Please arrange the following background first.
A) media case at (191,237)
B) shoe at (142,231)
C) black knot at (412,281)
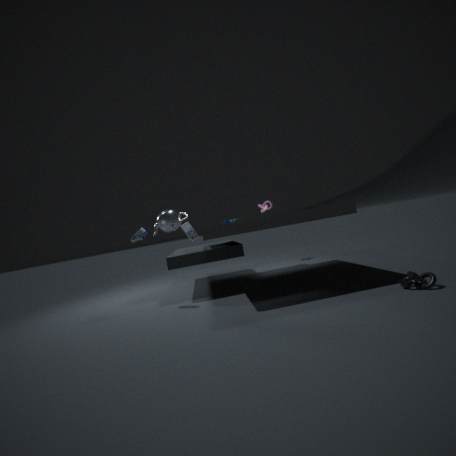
A. media case at (191,237)
B. shoe at (142,231)
C. black knot at (412,281)
